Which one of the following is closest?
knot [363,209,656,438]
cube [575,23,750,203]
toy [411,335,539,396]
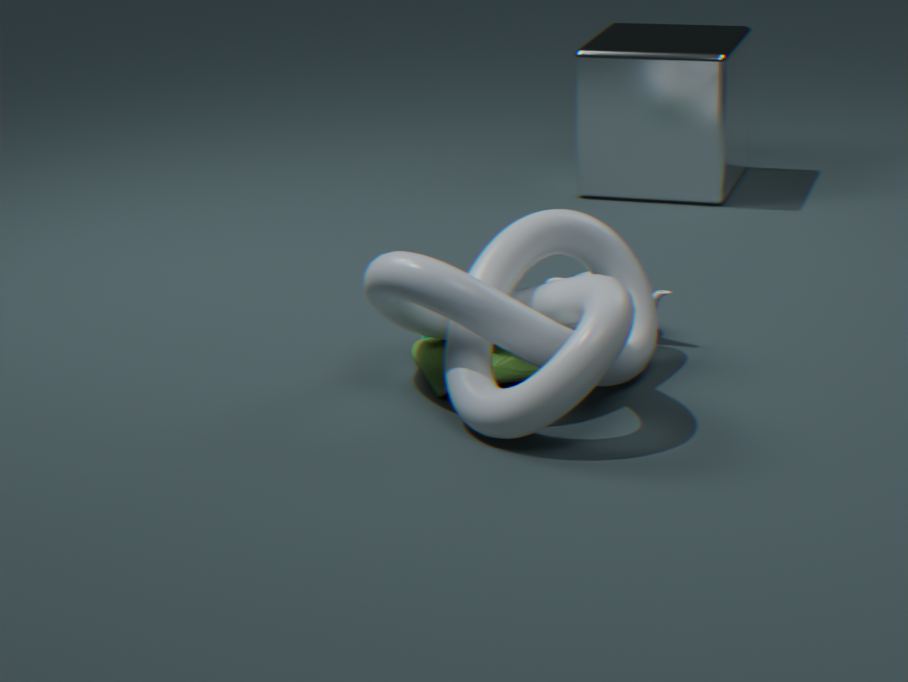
knot [363,209,656,438]
